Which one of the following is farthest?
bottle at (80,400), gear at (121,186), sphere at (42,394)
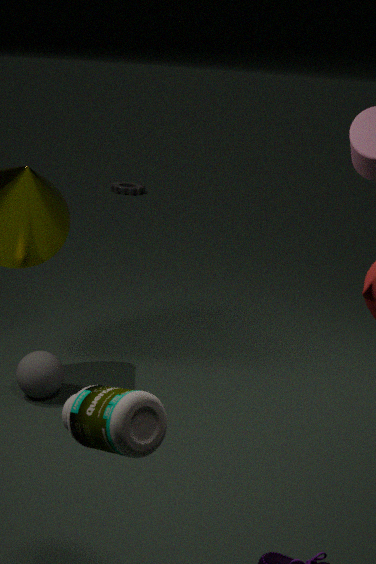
gear at (121,186)
